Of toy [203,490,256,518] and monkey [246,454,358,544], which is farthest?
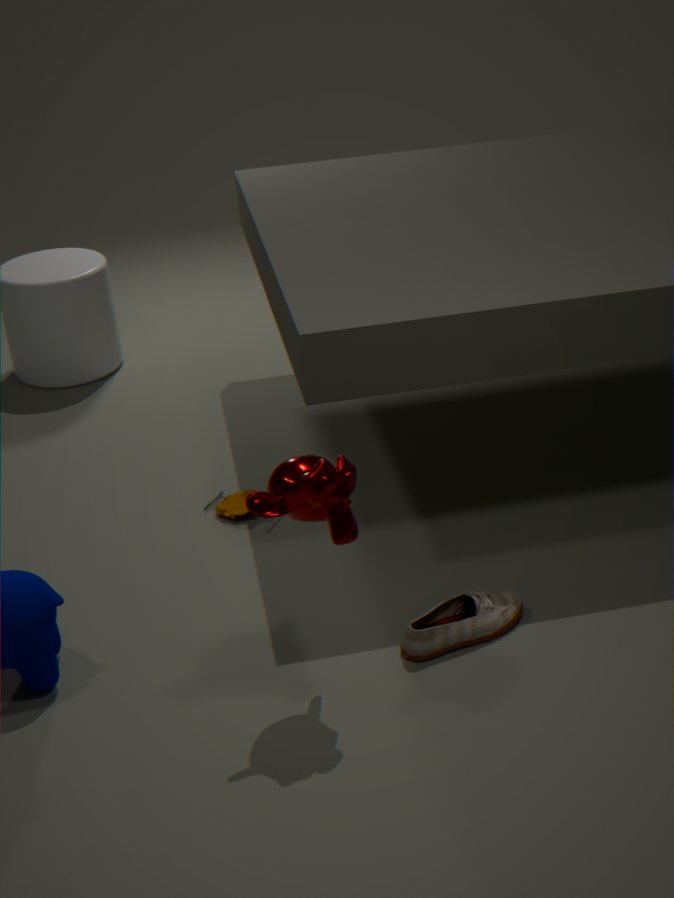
toy [203,490,256,518]
